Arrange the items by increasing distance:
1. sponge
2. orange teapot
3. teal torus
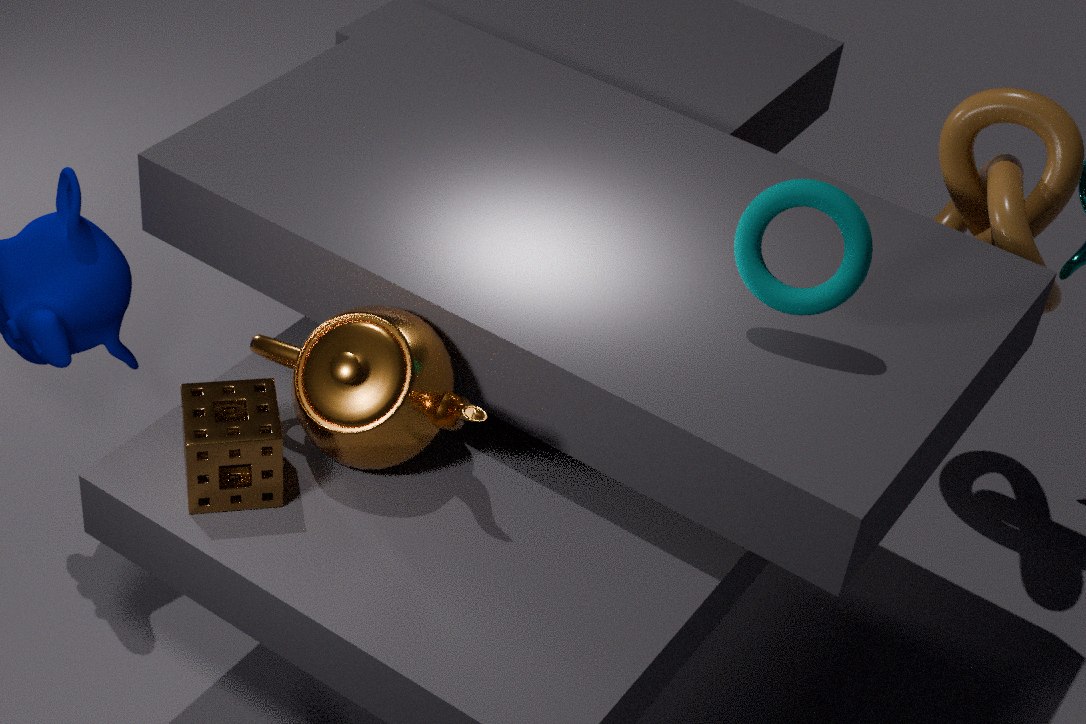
sponge
orange teapot
teal torus
